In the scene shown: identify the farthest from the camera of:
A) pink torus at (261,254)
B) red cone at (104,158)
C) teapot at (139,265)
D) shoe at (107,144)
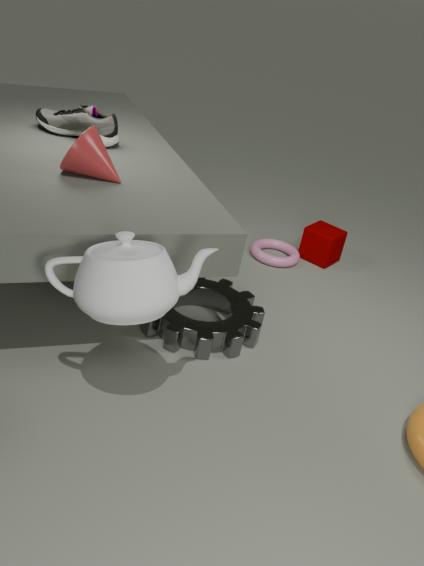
pink torus at (261,254)
